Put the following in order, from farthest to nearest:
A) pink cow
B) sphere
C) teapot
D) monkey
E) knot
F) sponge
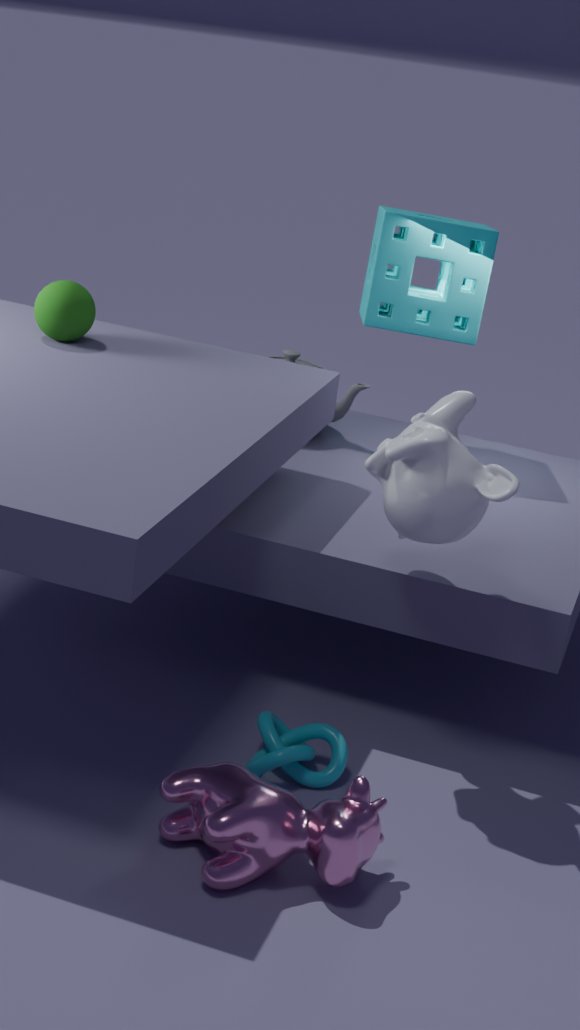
1. teapot
2. sponge
3. sphere
4. knot
5. monkey
6. pink cow
